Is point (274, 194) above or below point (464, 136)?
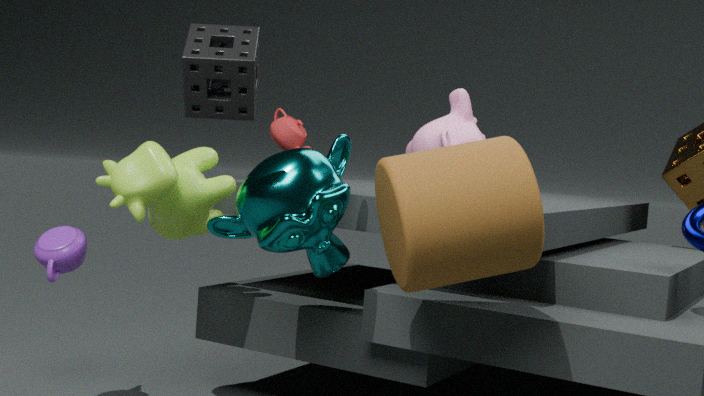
below
